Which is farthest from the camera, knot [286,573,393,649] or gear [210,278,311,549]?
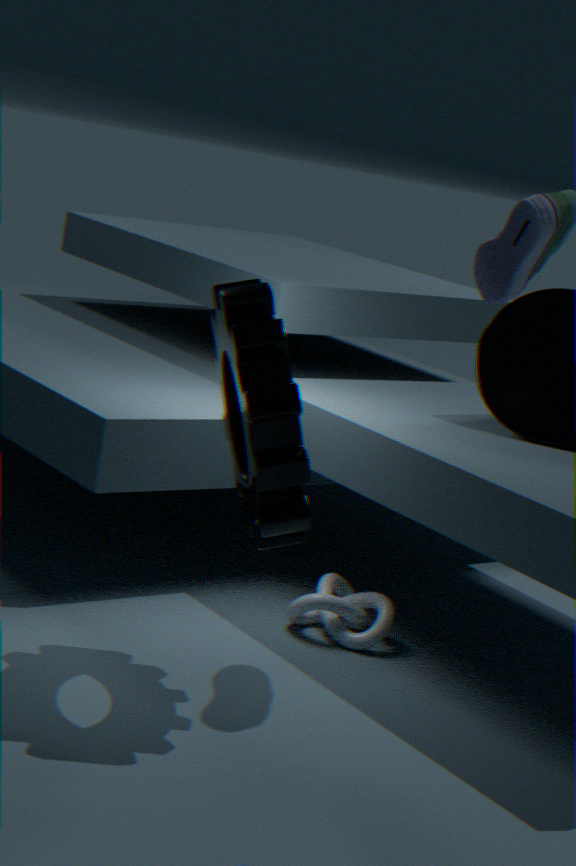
knot [286,573,393,649]
